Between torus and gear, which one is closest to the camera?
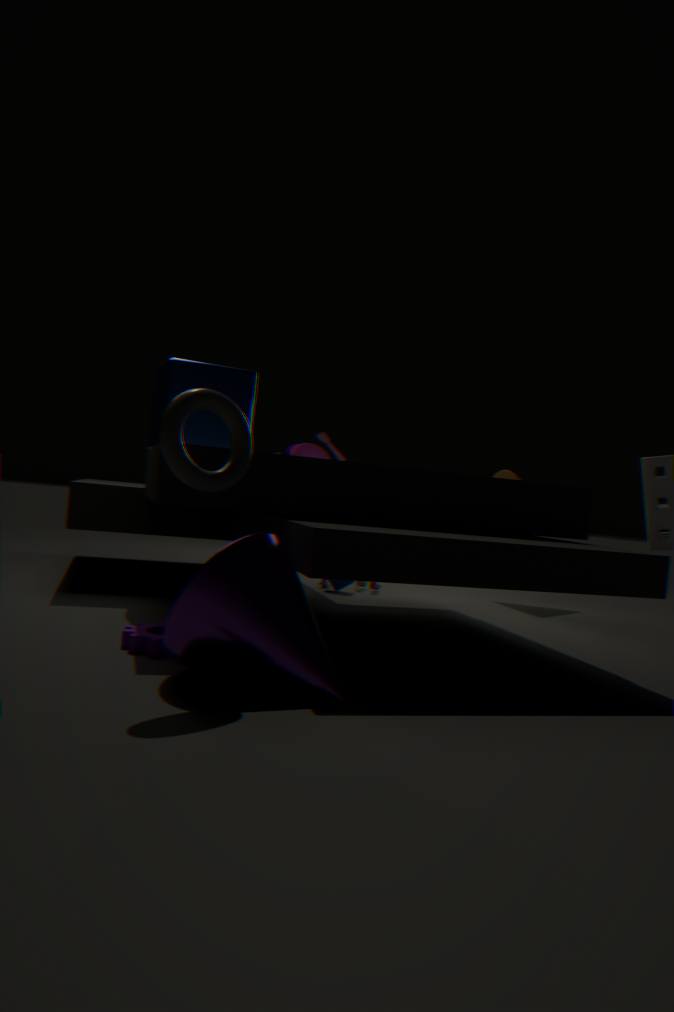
torus
